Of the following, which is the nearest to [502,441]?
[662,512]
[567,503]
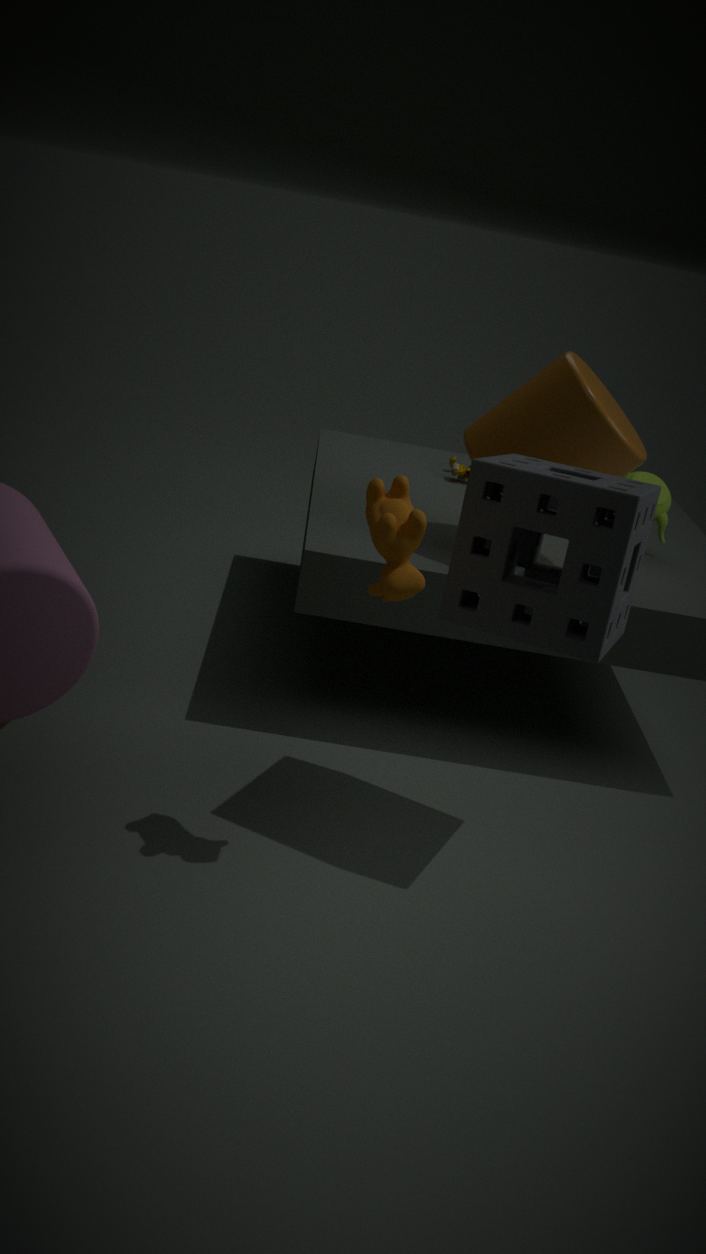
[662,512]
